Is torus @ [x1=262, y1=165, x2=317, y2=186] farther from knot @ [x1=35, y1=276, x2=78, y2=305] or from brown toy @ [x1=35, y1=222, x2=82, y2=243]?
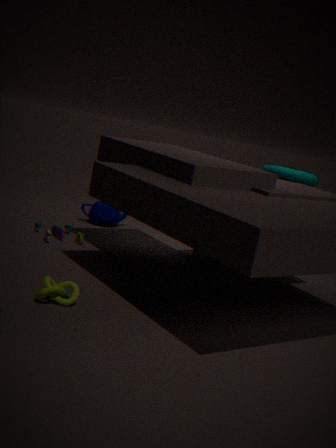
knot @ [x1=35, y1=276, x2=78, y2=305]
